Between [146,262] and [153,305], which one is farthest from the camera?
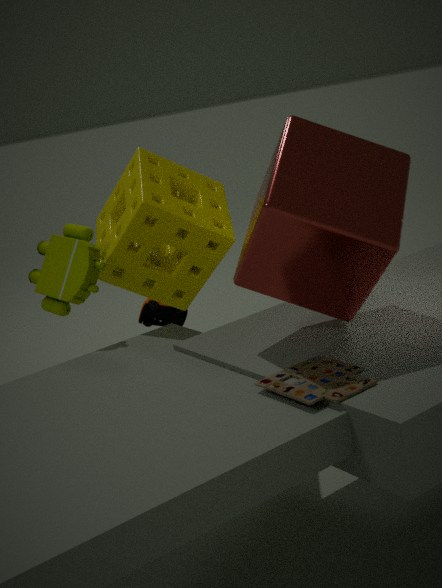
[153,305]
